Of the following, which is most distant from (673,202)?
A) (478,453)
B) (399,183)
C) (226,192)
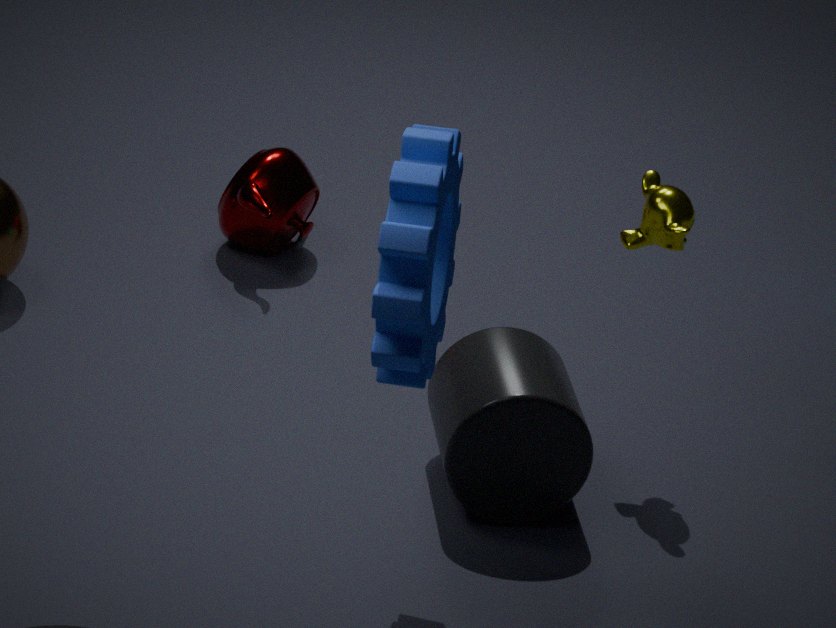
(226,192)
